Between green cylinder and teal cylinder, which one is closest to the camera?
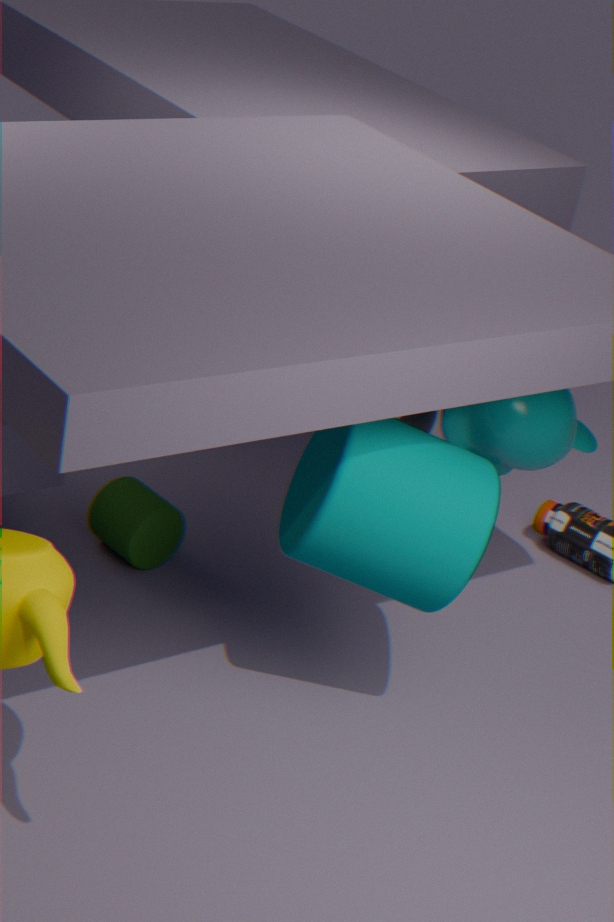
teal cylinder
